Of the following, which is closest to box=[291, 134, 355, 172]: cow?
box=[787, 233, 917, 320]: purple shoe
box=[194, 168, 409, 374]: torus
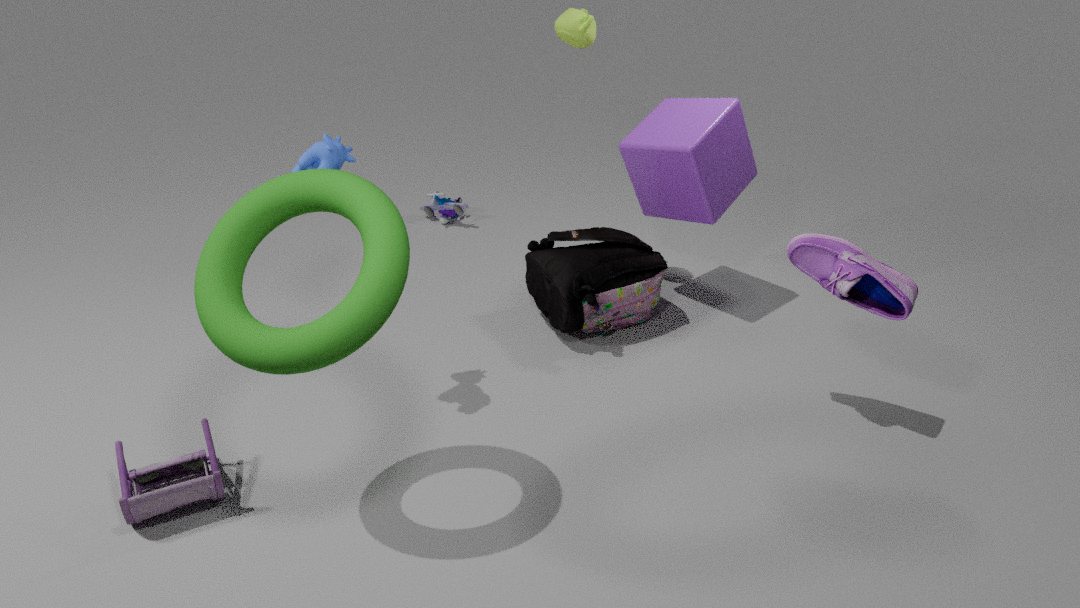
box=[194, 168, 409, 374]: torus
